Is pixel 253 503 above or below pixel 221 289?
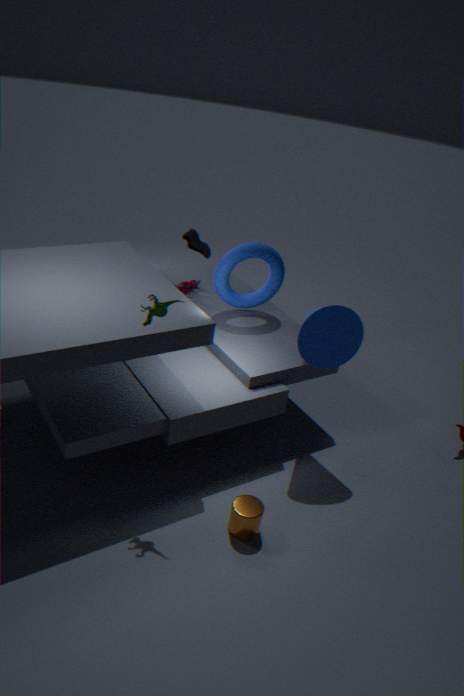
below
